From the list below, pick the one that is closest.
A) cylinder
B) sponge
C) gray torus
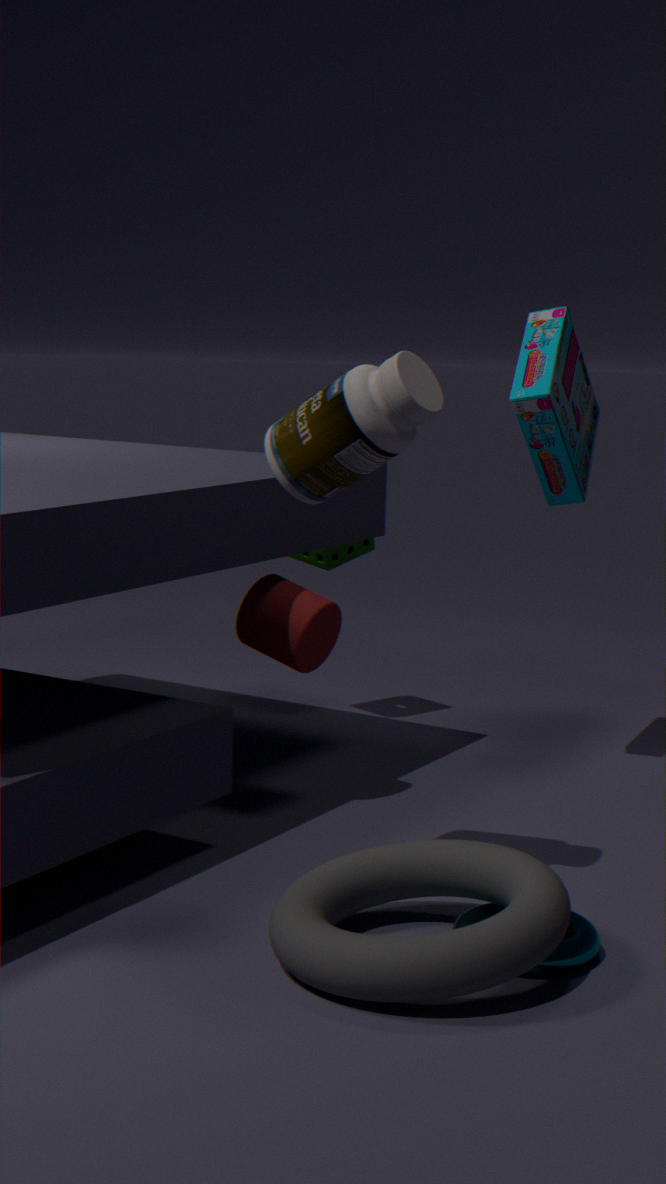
gray torus
